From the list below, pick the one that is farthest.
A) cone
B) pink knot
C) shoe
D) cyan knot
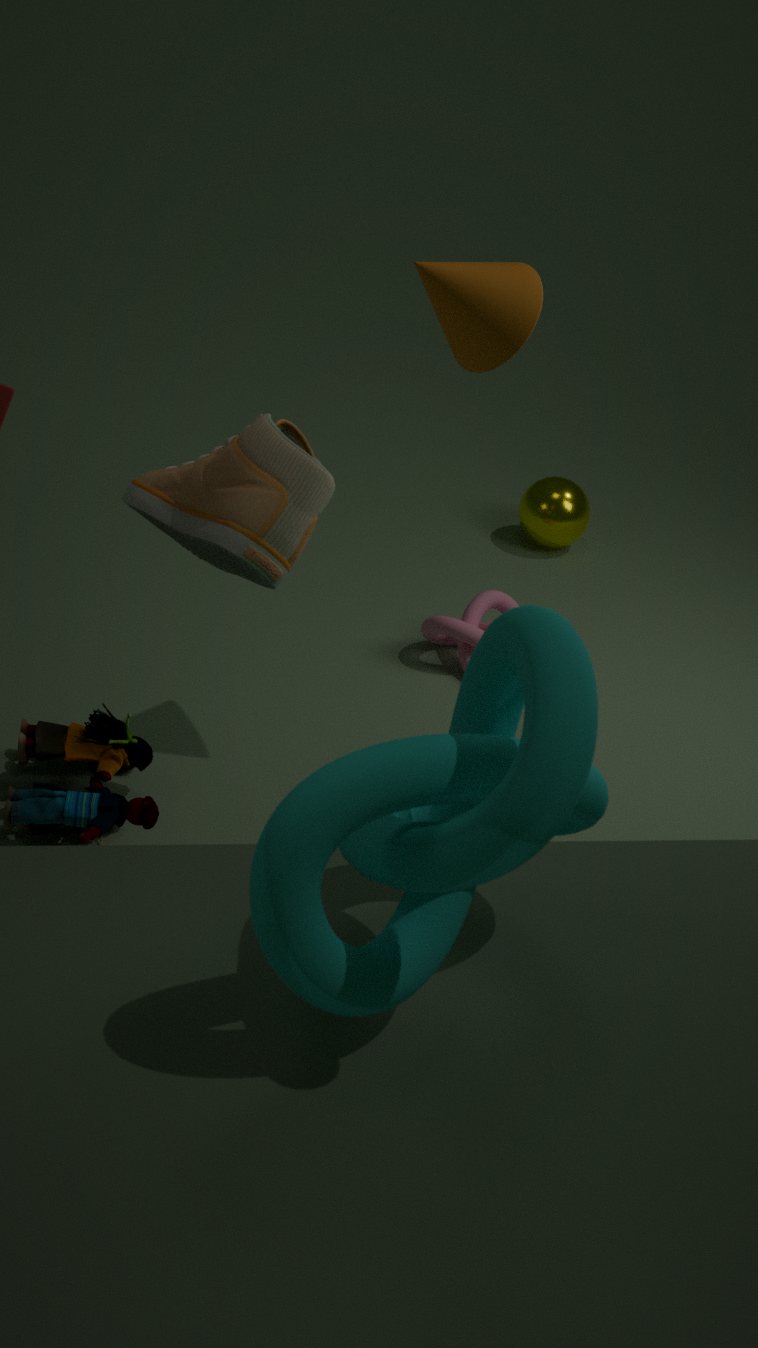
pink knot
